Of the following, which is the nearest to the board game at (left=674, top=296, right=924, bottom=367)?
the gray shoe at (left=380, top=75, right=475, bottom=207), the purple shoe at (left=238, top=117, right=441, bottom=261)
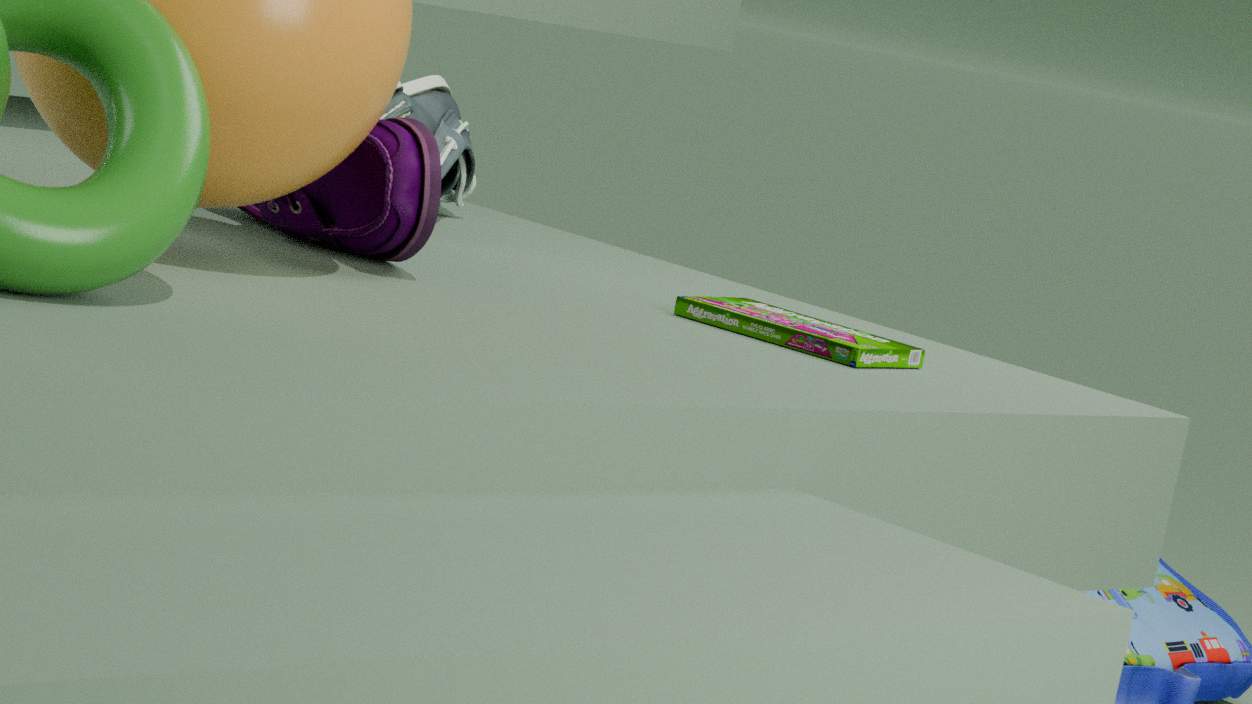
the purple shoe at (left=238, top=117, right=441, bottom=261)
